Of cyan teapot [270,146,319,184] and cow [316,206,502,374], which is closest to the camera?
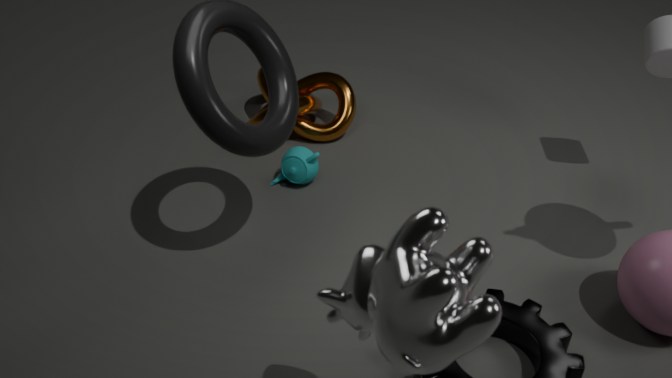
cow [316,206,502,374]
